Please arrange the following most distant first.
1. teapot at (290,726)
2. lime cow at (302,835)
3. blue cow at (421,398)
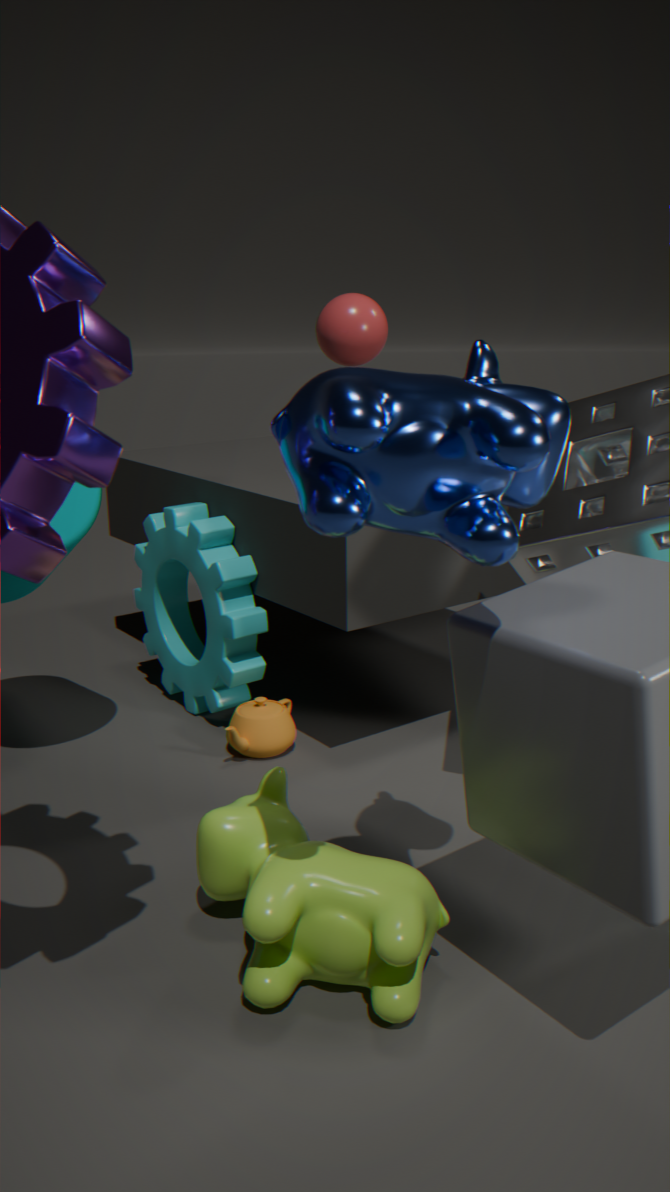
1. teapot at (290,726)
2. lime cow at (302,835)
3. blue cow at (421,398)
